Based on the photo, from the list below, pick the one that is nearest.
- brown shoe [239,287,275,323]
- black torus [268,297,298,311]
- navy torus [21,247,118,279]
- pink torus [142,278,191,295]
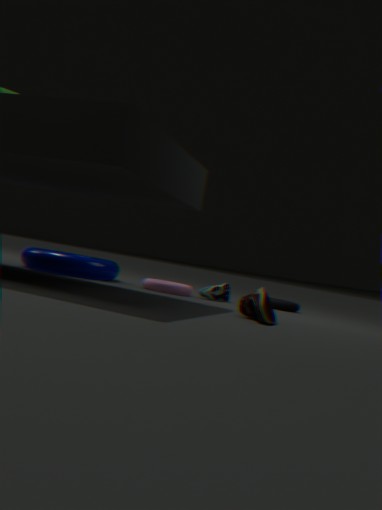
brown shoe [239,287,275,323]
